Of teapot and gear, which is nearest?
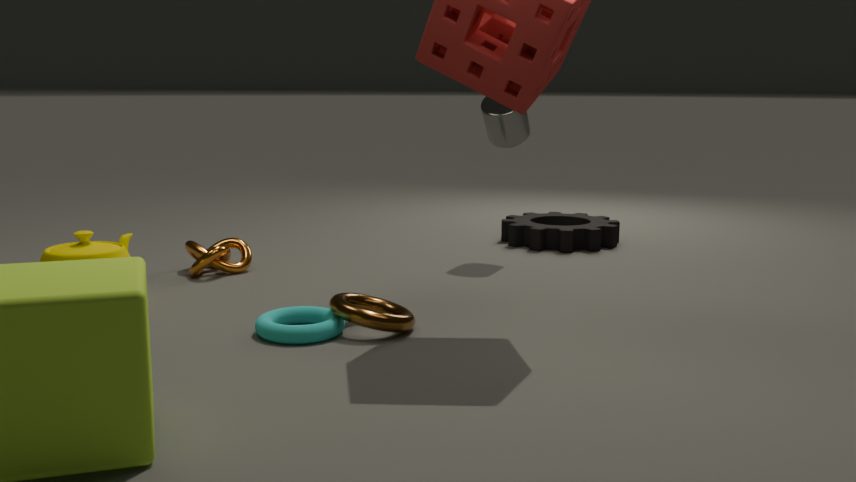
teapot
